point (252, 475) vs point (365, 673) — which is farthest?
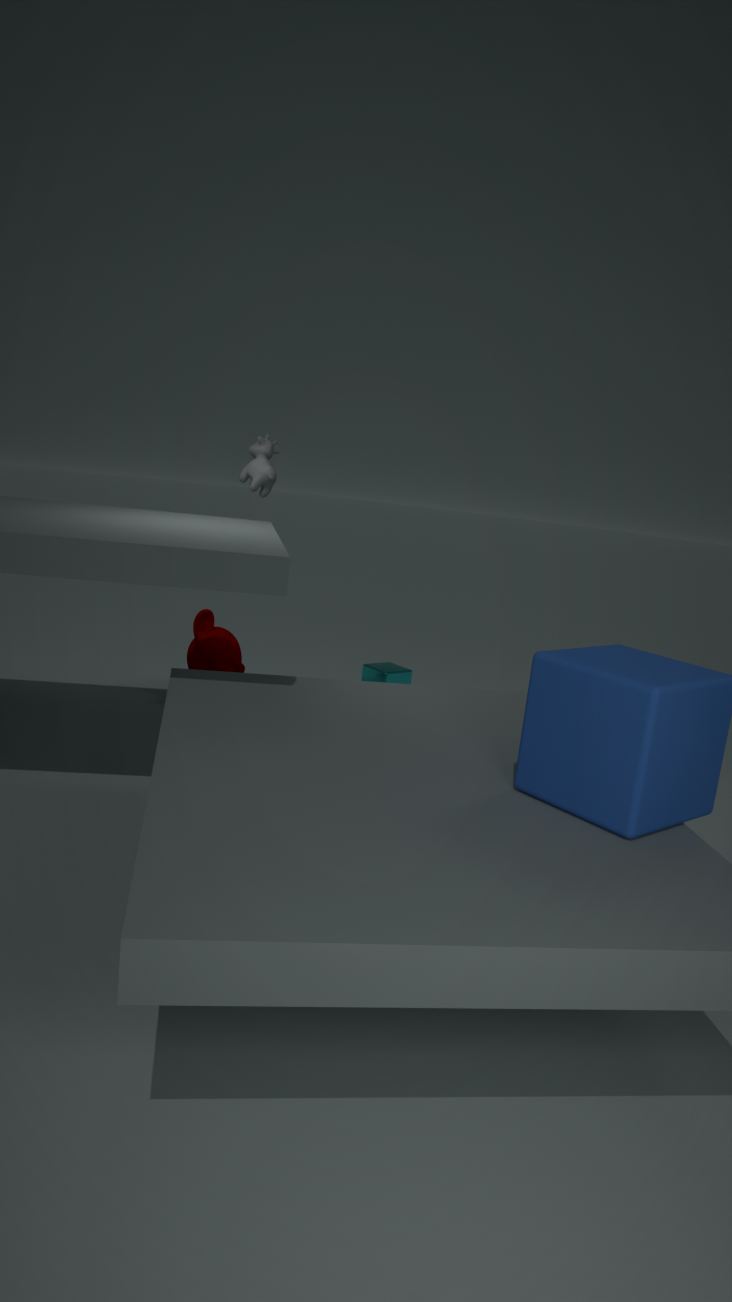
point (365, 673)
